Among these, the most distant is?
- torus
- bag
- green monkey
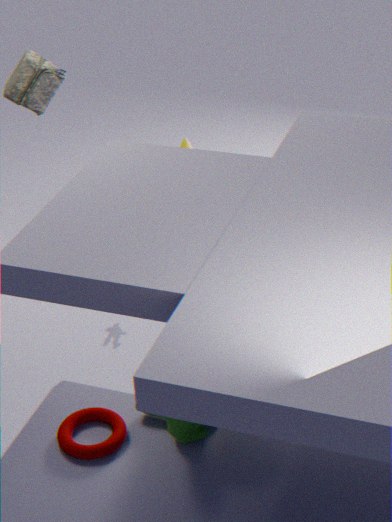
bag
